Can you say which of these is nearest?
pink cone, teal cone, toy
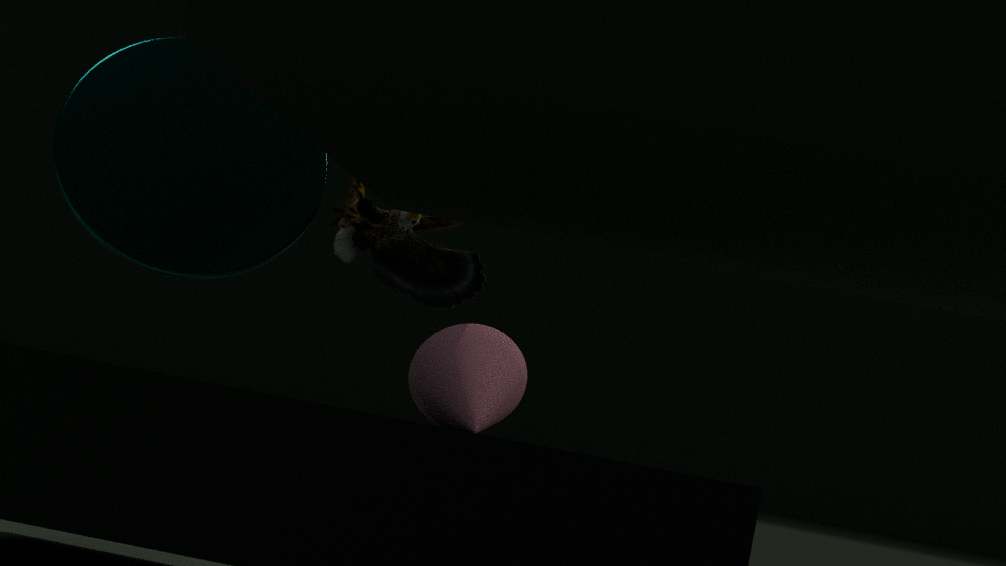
teal cone
